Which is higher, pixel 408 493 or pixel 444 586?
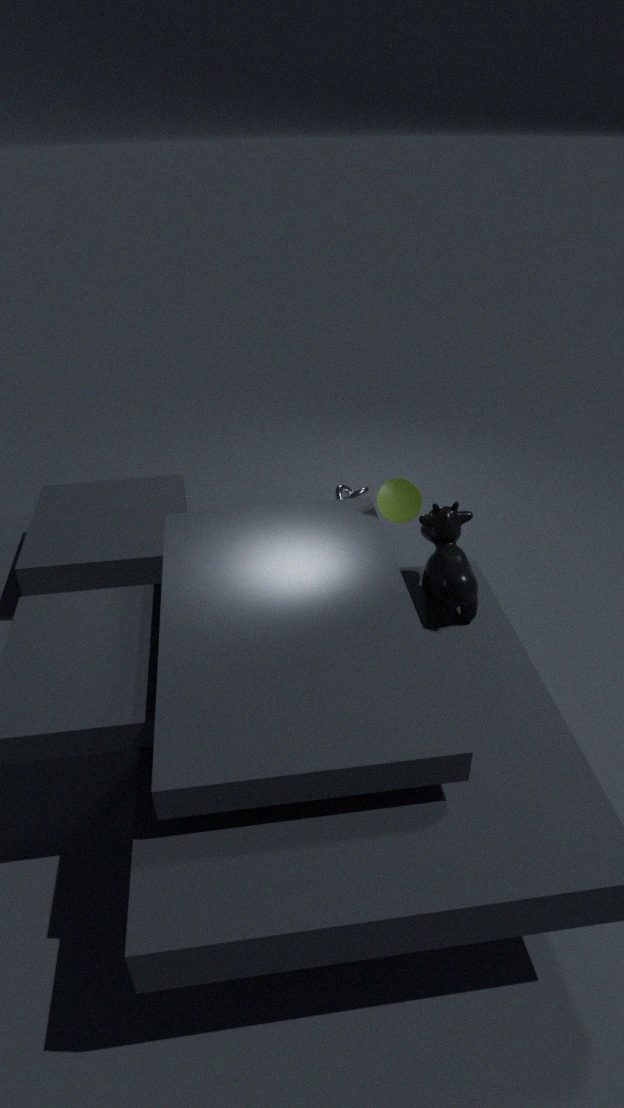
pixel 408 493
